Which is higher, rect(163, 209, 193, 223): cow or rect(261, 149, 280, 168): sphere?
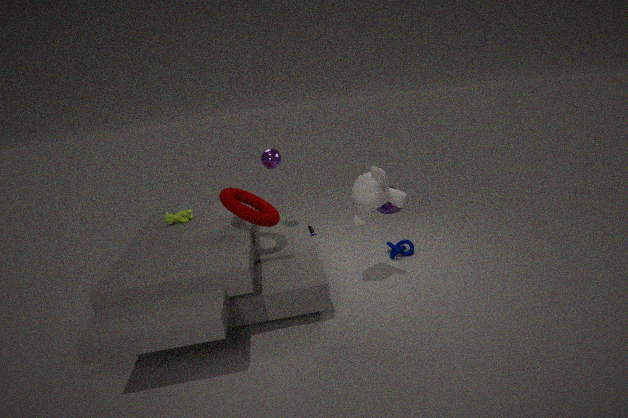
rect(261, 149, 280, 168): sphere
